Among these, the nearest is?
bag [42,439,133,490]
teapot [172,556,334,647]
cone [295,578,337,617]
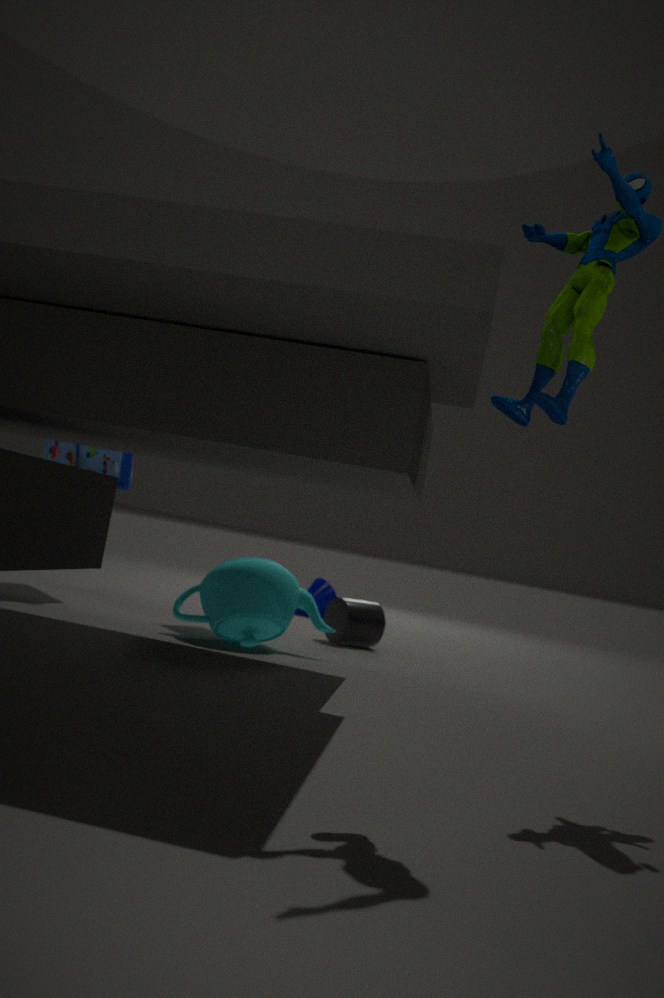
teapot [172,556,334,647]
